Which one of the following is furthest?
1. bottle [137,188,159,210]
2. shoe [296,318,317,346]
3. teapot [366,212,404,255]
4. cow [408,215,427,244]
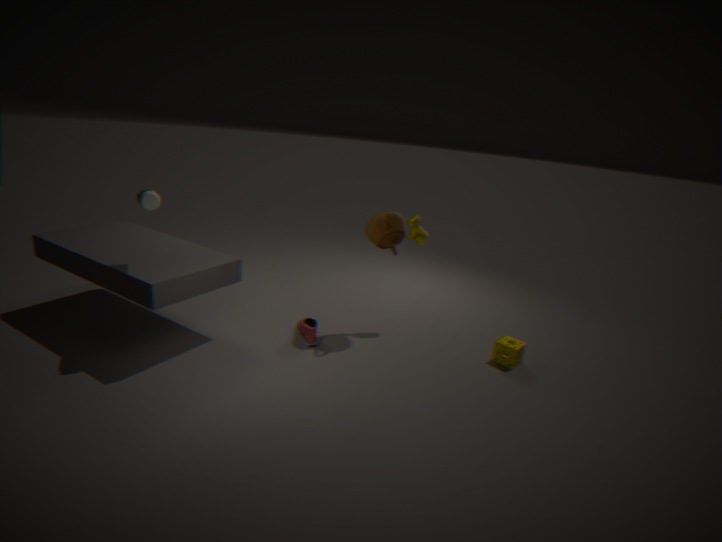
cow [408,215,427,244]
